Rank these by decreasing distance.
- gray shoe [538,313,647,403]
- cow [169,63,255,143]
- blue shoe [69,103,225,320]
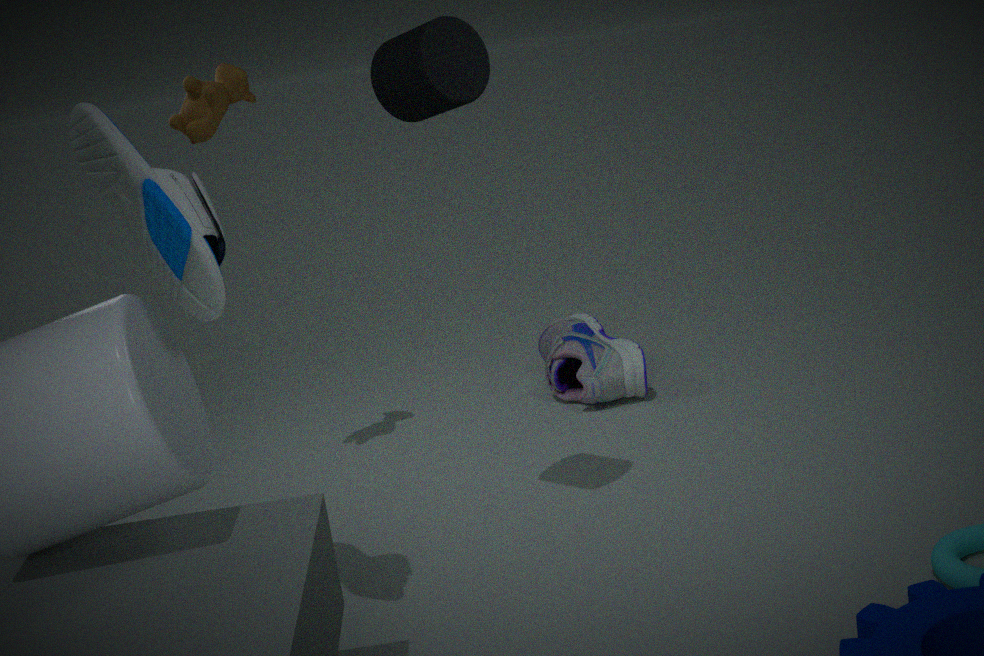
gray shoe [538,313,647,403] < cow [169,63,255,143] < blue shoe [69,103,225,320]
